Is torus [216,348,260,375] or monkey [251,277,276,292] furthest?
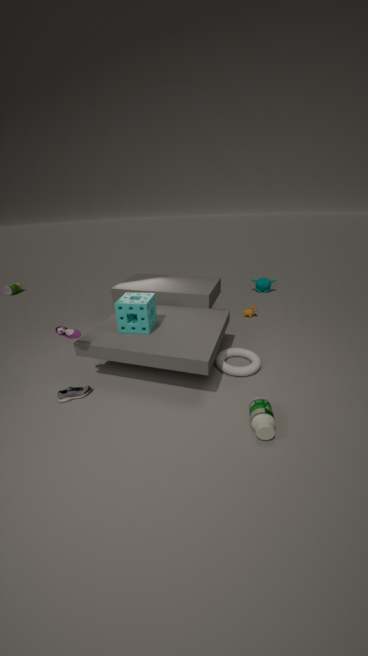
monkey [251,277,276,292]
